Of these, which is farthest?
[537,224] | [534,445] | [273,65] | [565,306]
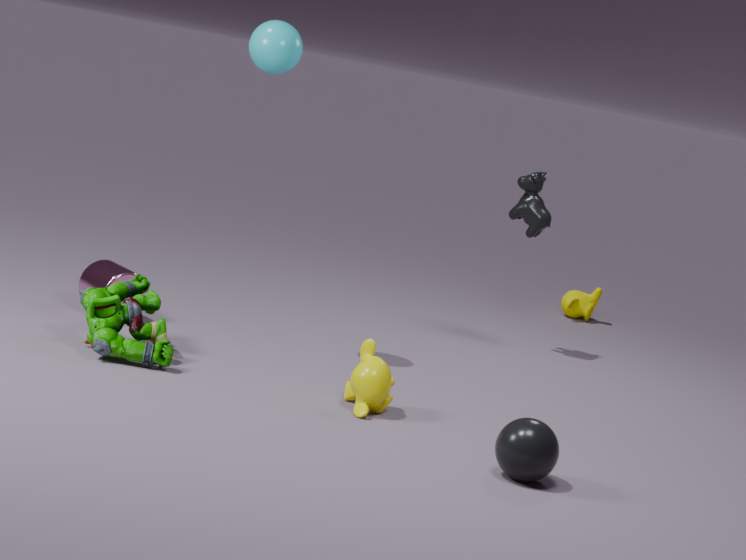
[565,306]
